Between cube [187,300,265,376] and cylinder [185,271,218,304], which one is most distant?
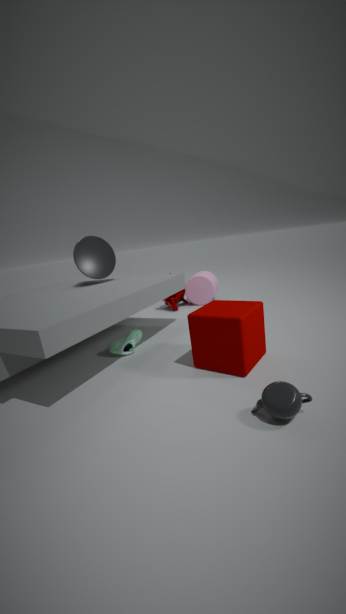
cylinder [185,271,218,304]
